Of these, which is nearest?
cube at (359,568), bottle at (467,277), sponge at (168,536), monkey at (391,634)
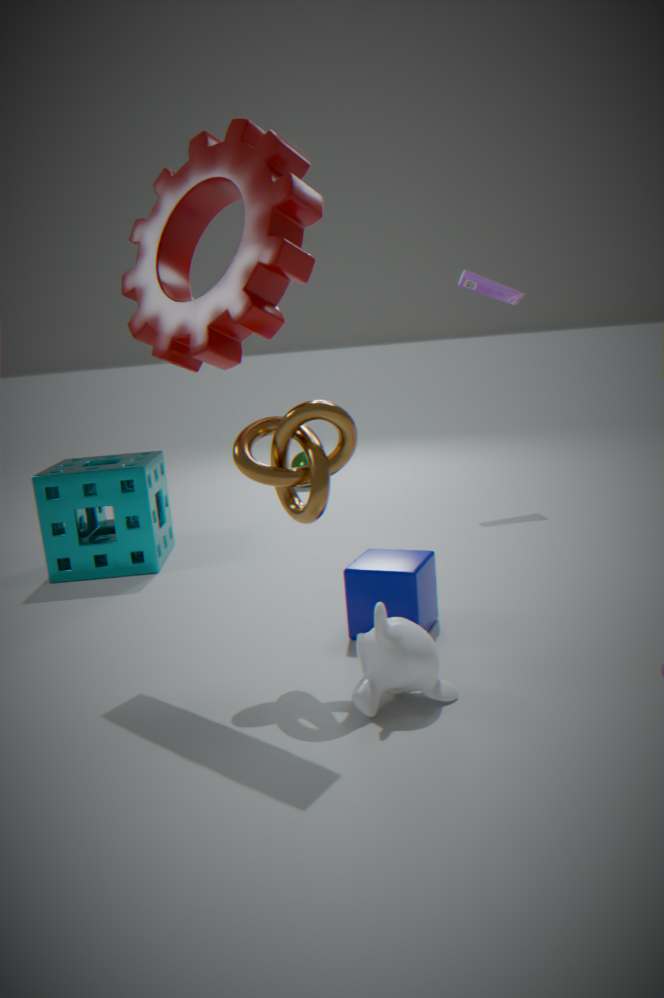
monkey at (391,634)
